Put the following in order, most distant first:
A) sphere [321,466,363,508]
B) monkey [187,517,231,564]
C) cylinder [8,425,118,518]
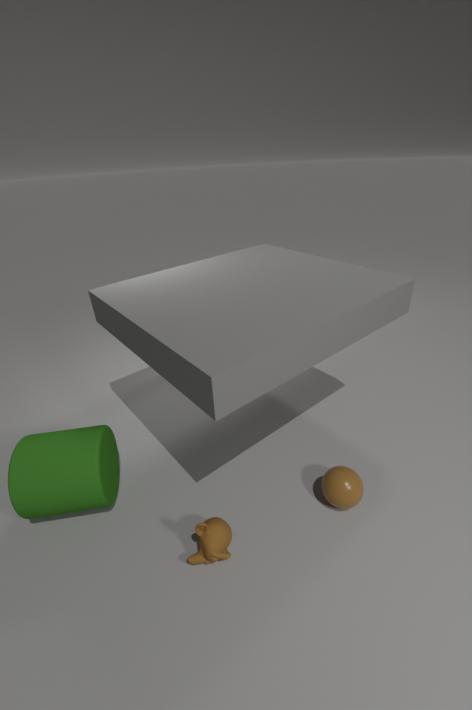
sphere [321,466,363,508] → cylinder [8,425,118,518] → monkey [187,517,231,564]
